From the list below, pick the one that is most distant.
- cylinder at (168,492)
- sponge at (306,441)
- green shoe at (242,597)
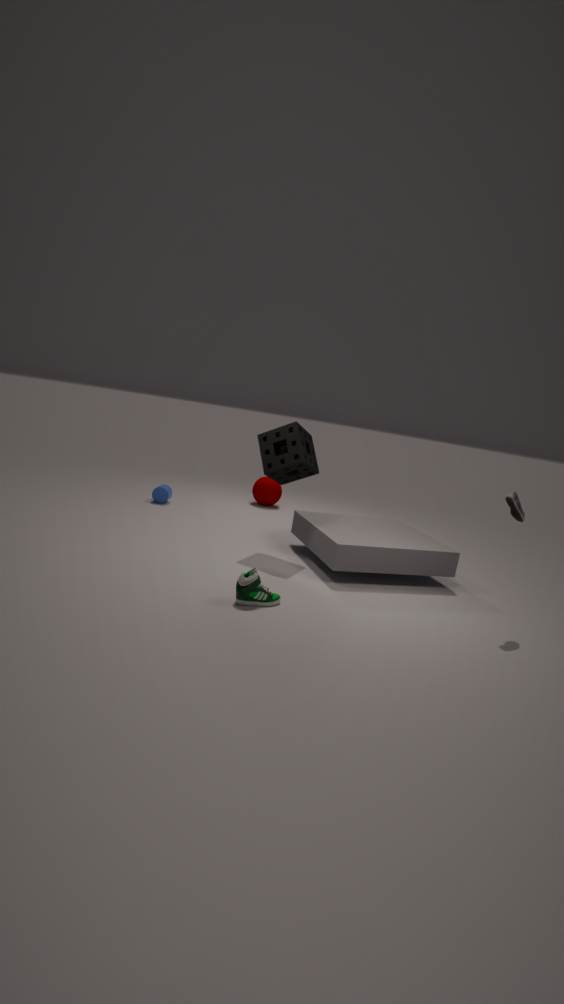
cylinder at (168,492)
